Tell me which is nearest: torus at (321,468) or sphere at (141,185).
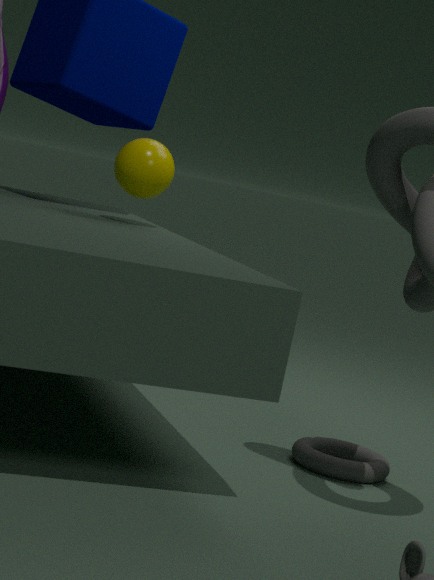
torus at (321,468)
